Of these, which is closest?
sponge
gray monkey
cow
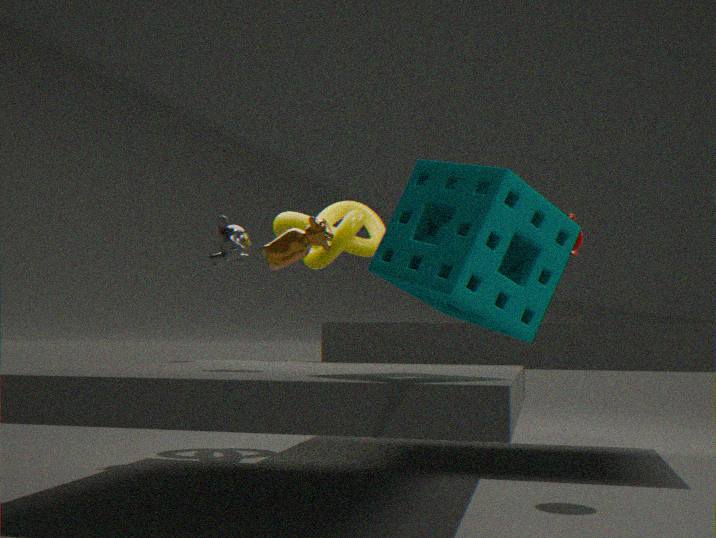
sponge
